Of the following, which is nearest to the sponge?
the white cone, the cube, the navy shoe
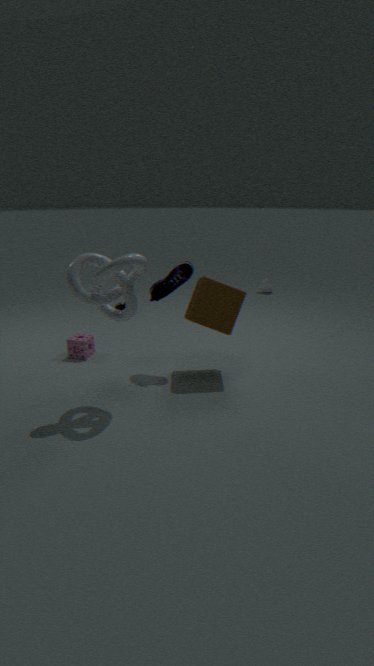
the navy shoe
